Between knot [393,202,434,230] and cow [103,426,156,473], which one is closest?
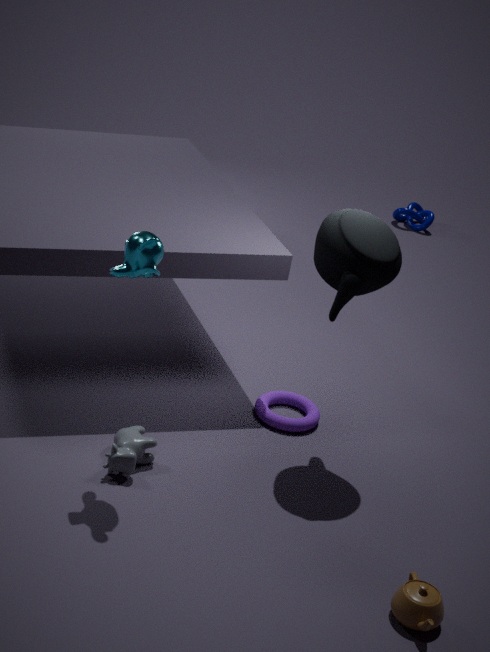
cow [103,426,156,473]
